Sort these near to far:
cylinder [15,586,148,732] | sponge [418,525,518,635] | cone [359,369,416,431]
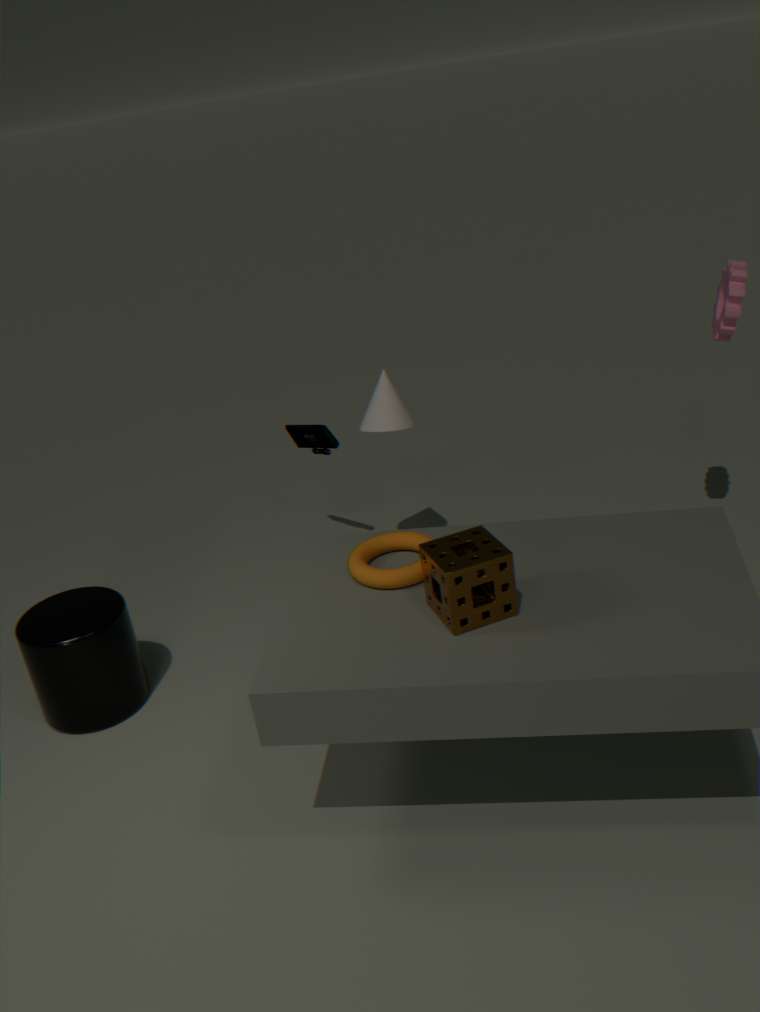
sponge [418,525,518,635] < cylinder [15,586,148,732] < cone [359,369,416,431]
